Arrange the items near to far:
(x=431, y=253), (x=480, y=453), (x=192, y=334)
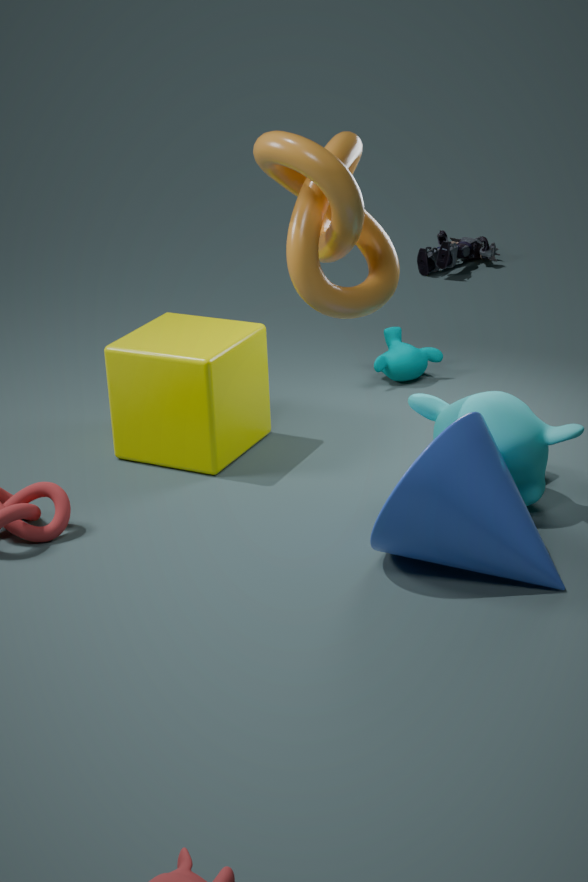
(x=480, y=453) → (x=192, y=334) → (x=431, y=253)
